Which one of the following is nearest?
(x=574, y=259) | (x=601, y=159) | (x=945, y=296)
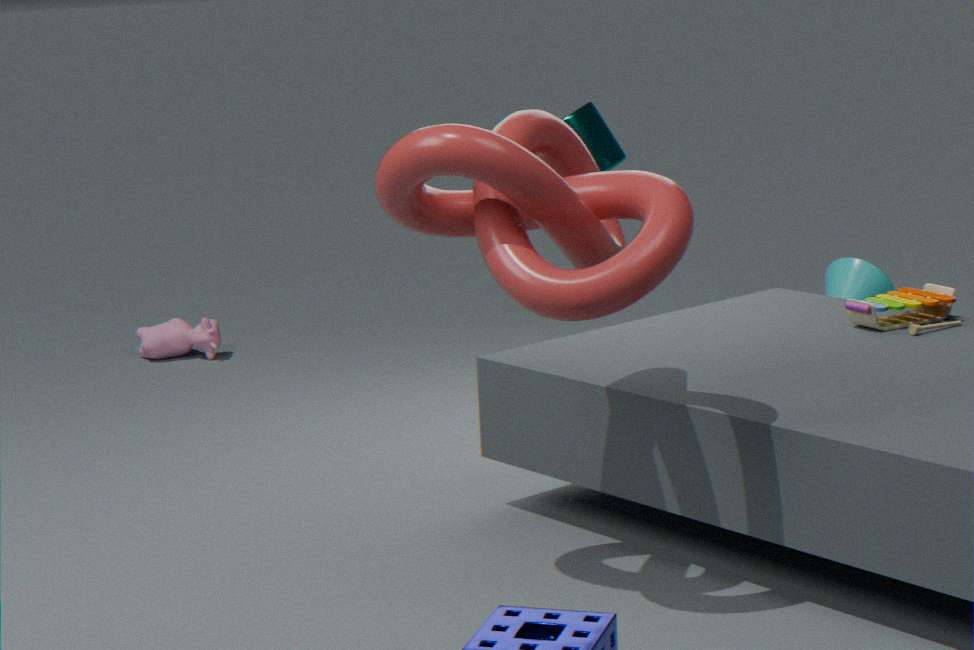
(x=574, y=259)
